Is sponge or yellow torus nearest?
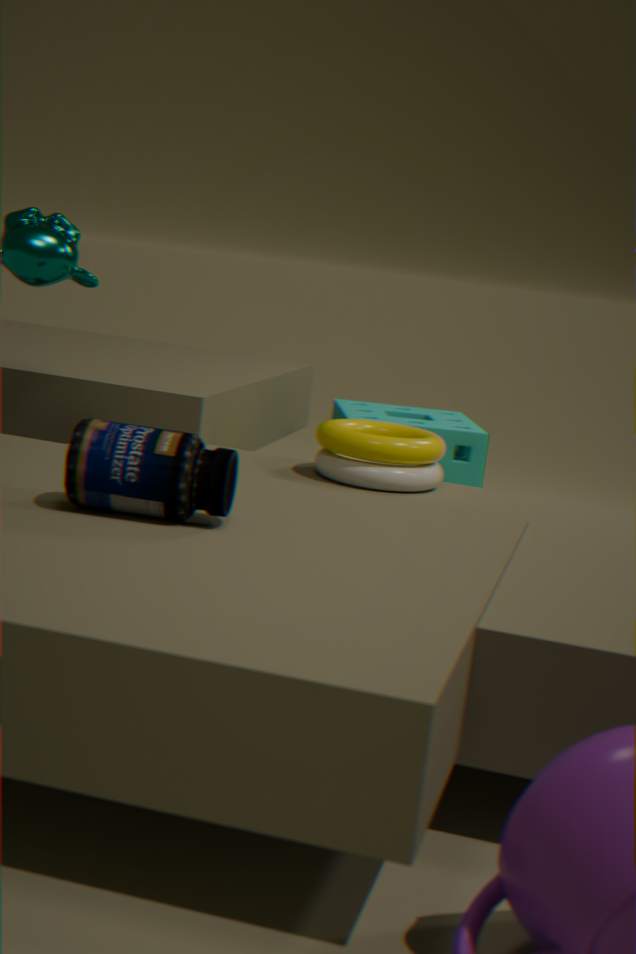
yellow torus
